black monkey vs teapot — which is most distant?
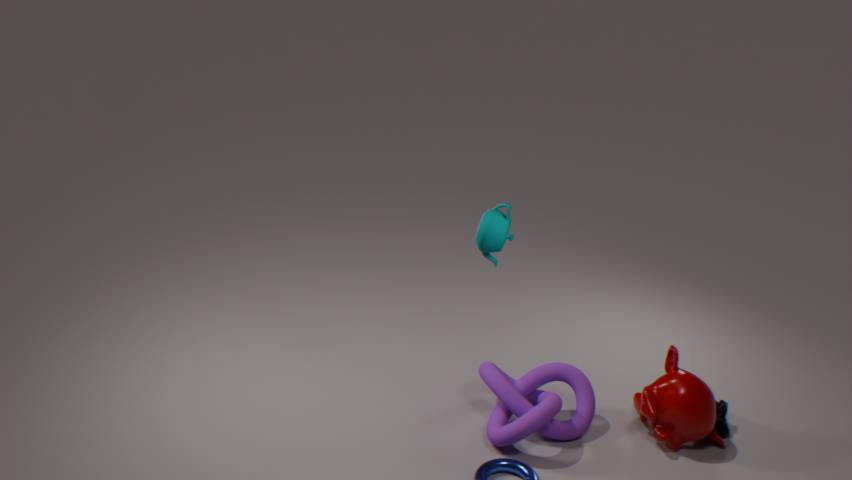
black monkey
